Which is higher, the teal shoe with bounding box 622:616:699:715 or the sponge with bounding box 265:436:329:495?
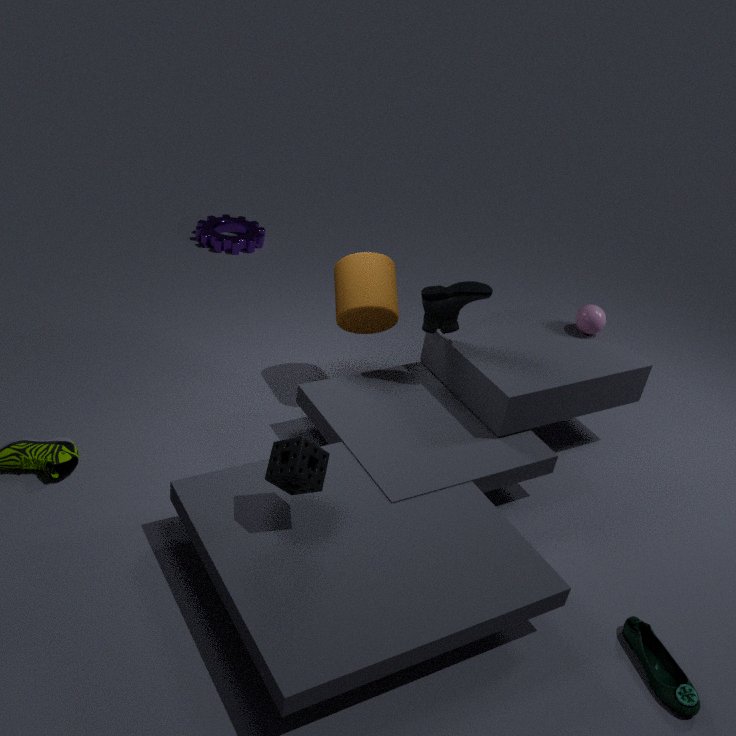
the sponge with bounding box 265:436:329:495
